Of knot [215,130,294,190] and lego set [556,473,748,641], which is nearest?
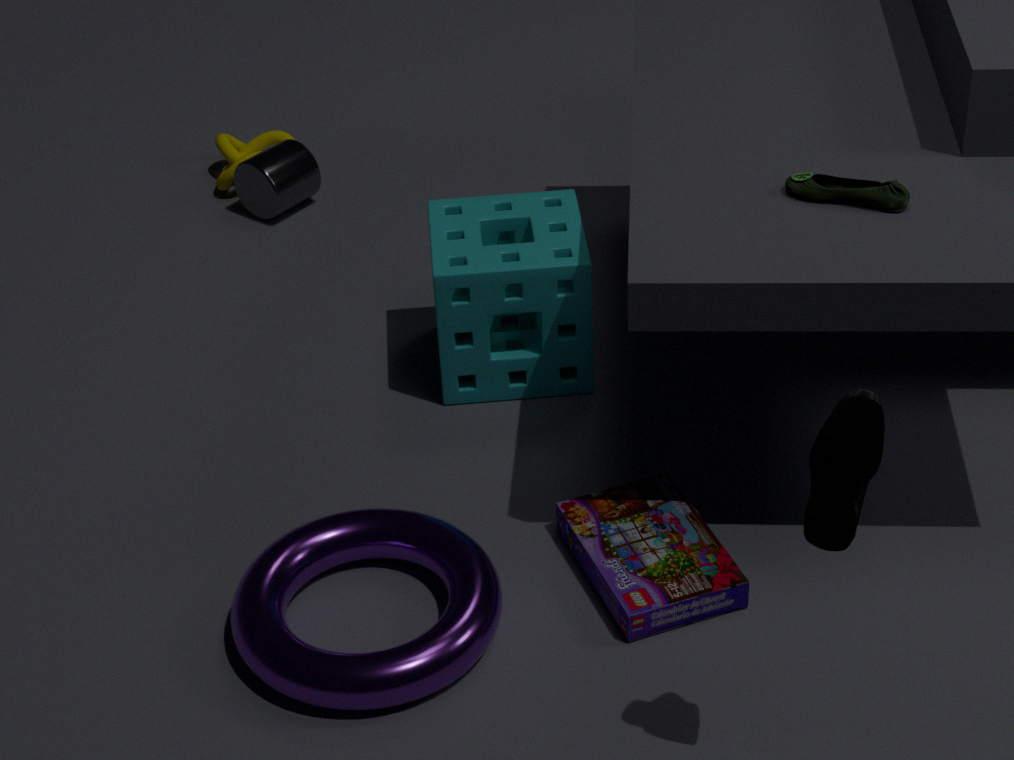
lego set [556,473,748,641]
